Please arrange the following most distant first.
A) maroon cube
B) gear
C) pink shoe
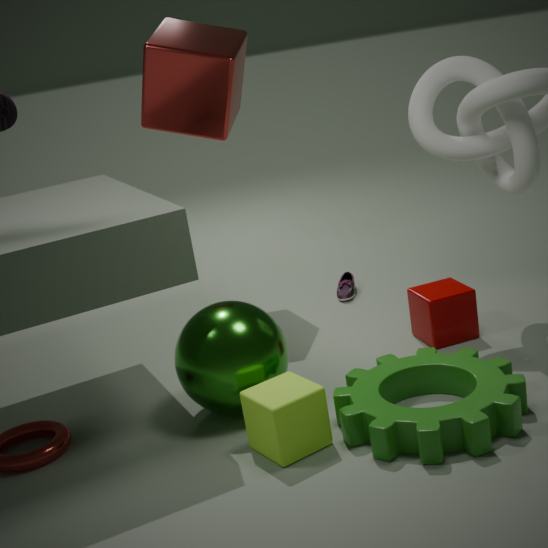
pink shoe < maroon cube < gear
